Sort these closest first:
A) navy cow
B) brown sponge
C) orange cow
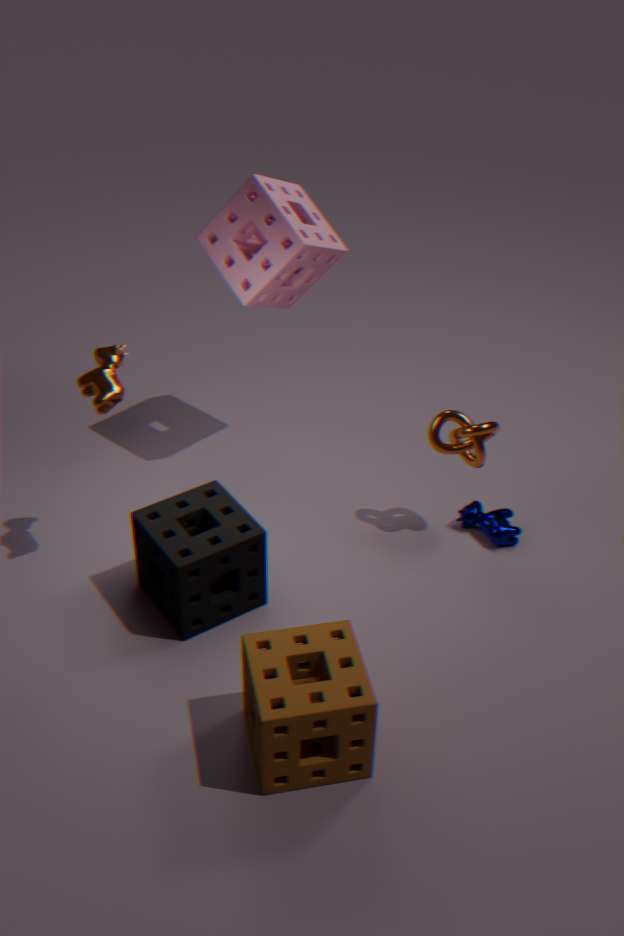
brown sponge
orange cow
navy cow
